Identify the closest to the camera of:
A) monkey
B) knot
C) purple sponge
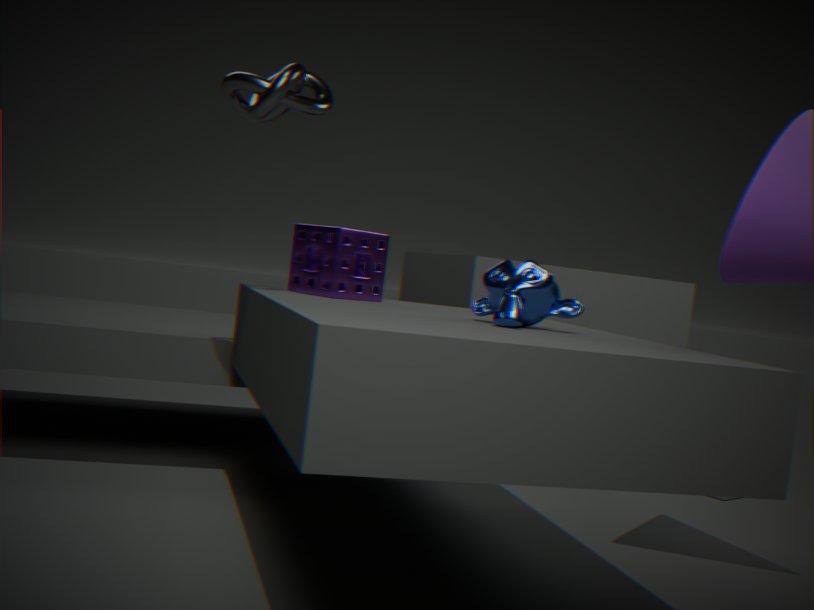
monkey
